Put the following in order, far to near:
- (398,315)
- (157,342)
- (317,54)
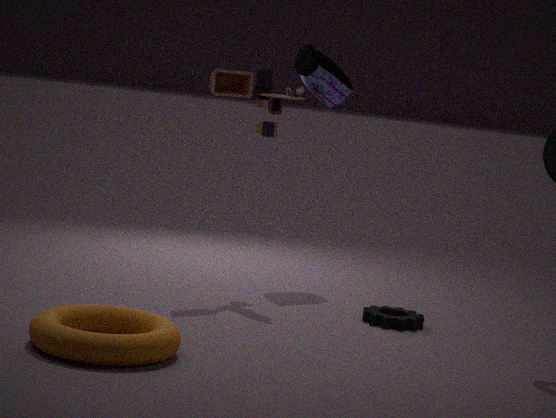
(317,54) → (398,315) → (157,342)
